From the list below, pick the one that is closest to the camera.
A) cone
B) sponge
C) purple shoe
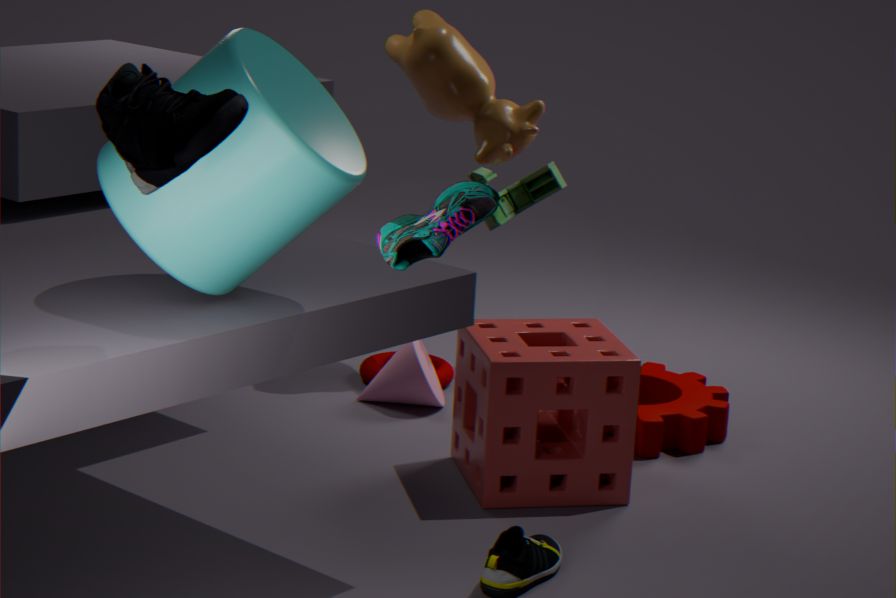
purple shoe
